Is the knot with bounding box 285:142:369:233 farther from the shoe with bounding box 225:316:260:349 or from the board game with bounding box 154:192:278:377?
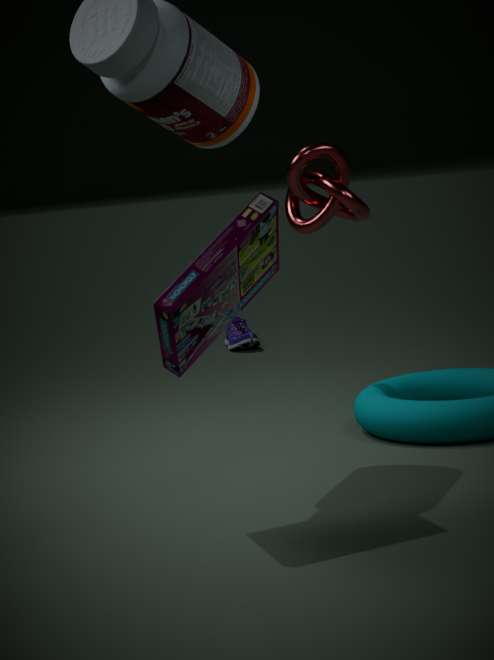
the shoe with bounding box 225:316:260:349
